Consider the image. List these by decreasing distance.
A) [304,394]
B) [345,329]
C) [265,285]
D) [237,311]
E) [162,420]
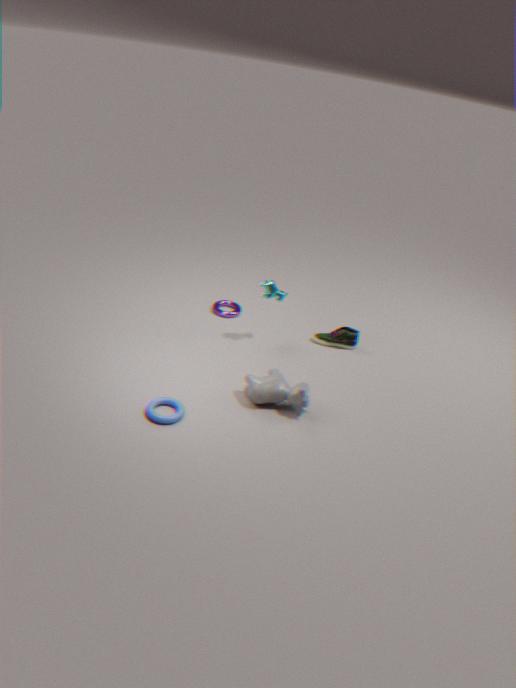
[237,311], [345,329], [265,285], [304,394], [162,420]
